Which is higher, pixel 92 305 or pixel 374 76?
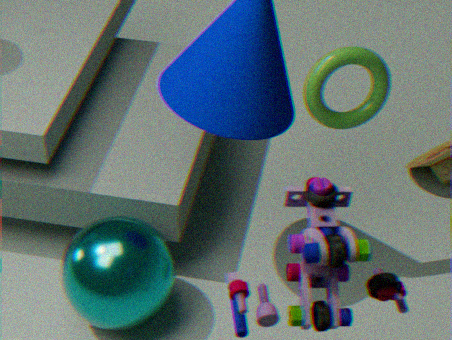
pixel 374 76
